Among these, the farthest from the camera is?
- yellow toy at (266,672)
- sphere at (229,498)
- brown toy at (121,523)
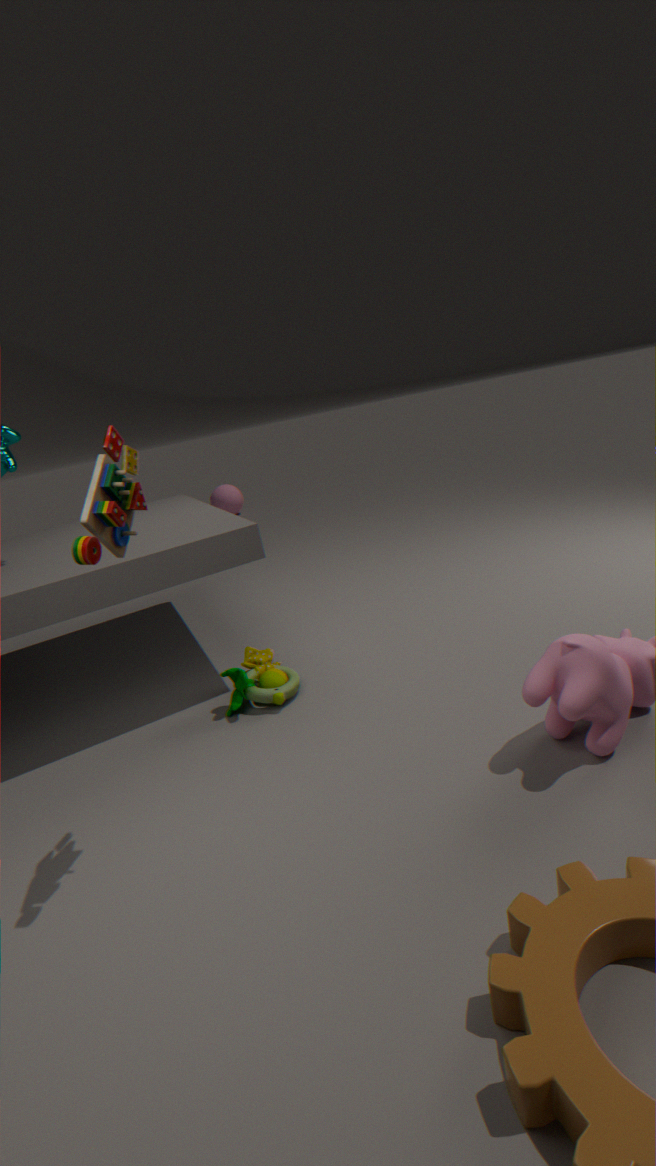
sphere at (229,498)
